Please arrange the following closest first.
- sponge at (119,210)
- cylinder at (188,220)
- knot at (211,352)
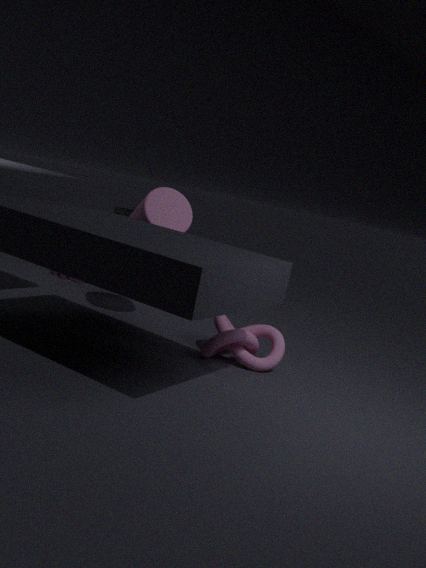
knot at (211,352) → cylinder at (188,220) → sponge at (119,210)
